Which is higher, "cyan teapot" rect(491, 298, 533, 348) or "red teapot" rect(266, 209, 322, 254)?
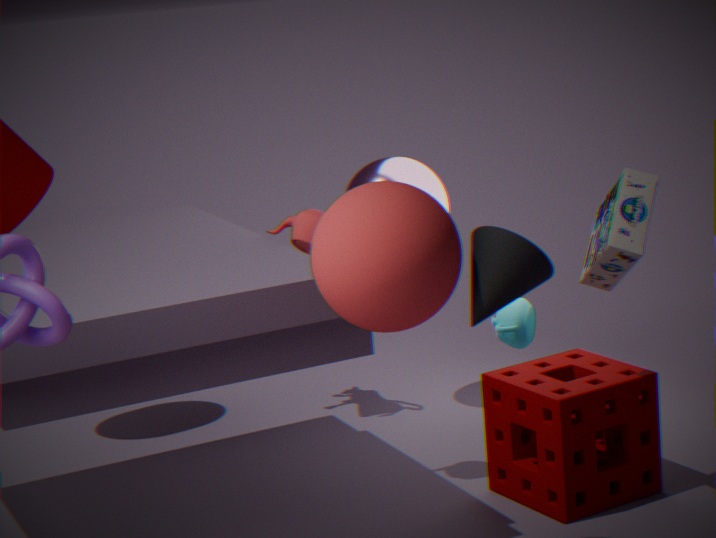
"red teapot" rect(266, 209, 322, 254)
